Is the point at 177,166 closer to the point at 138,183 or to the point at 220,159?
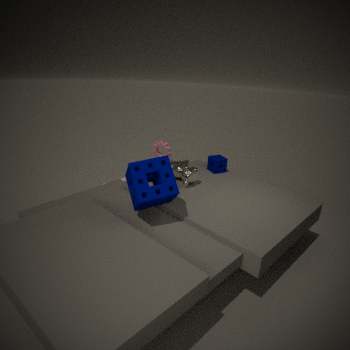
the point at 220,159
